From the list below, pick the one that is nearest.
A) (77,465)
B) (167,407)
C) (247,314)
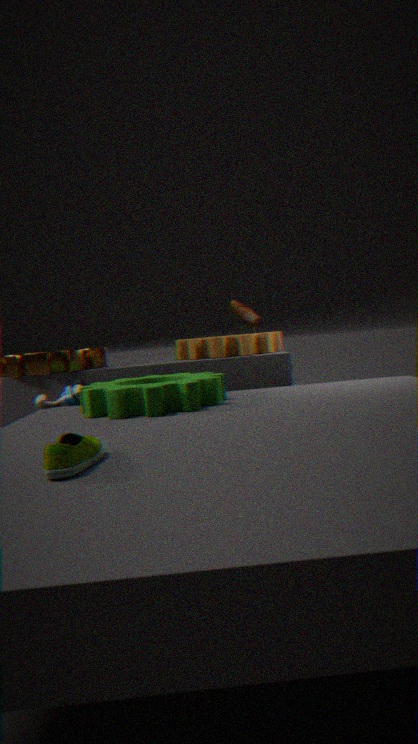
(77,465)
